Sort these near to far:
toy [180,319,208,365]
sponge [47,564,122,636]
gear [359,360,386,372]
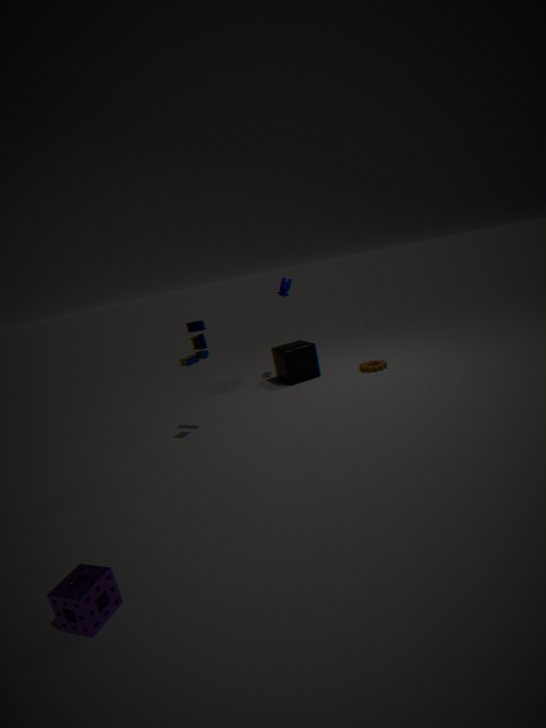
sponge [47,564,122,636] → toy [180,319,208,365] → gear [359,360,386,372]
